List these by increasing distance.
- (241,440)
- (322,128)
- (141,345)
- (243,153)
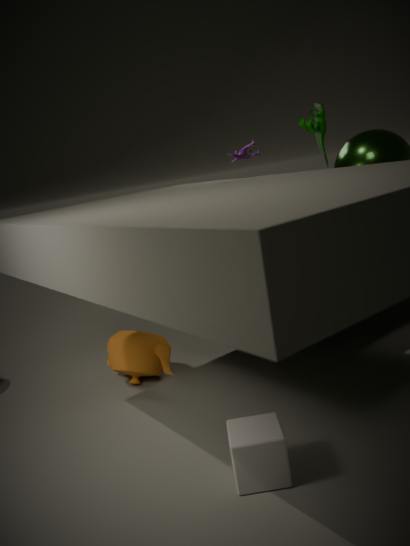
(241,440)
(243,153)
(322,128)
(141,345)
